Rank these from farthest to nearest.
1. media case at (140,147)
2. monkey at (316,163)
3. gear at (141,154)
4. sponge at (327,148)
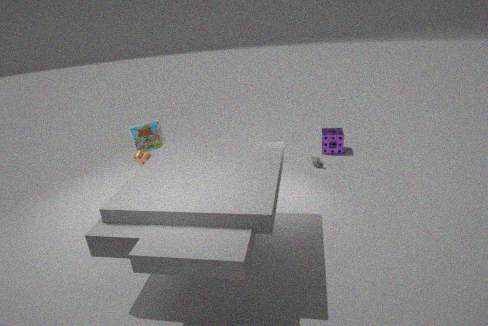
1. sponge at (327,148)
2. monkey at (316,163)
3. media case at (140,147)
4. gear at (141,154)
